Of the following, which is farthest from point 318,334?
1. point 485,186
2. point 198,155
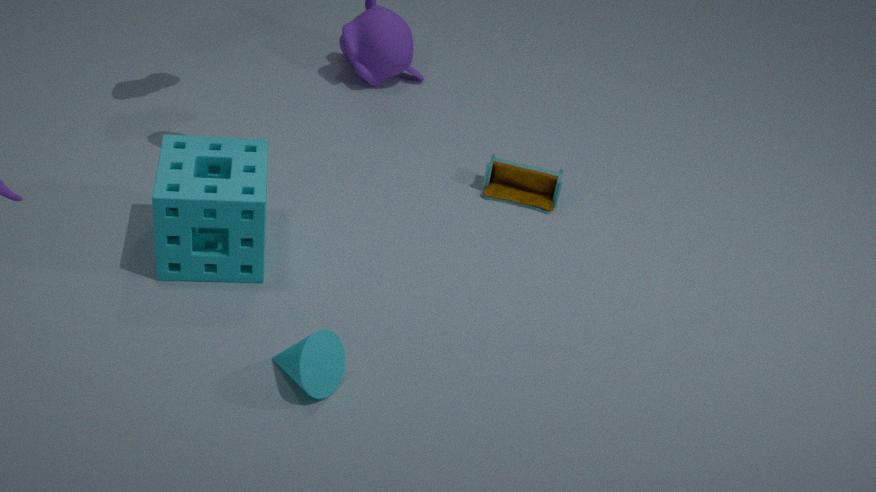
point 485,186
